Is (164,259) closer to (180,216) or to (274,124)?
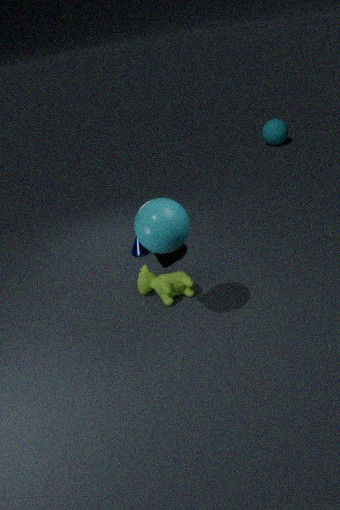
(180,216)
